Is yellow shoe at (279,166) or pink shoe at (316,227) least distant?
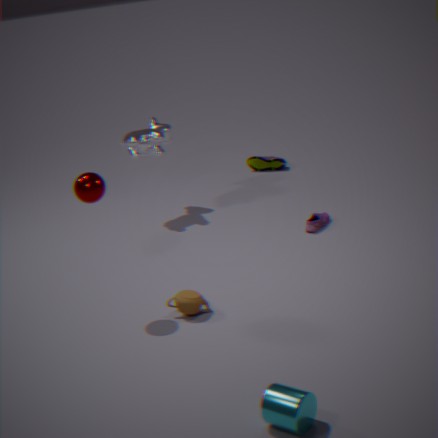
pink shoe at (316,227)
